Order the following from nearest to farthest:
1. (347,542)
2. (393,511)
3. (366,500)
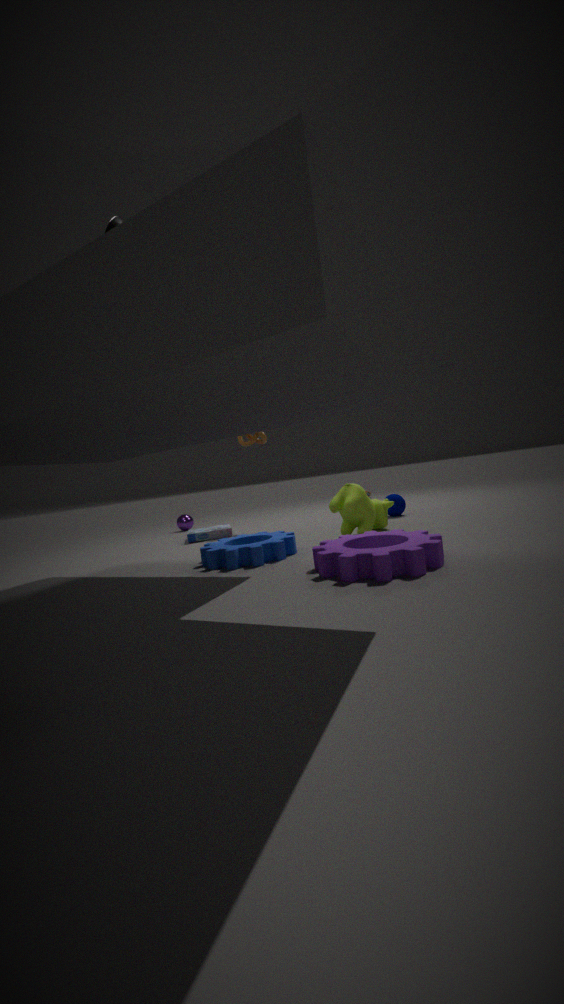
(347,542), (366,500), (393,511)
